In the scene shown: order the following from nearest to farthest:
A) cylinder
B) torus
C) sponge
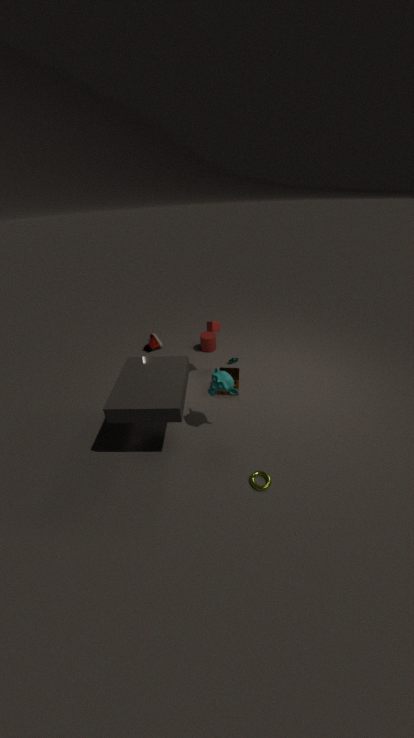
torus
sponge
cylinder
